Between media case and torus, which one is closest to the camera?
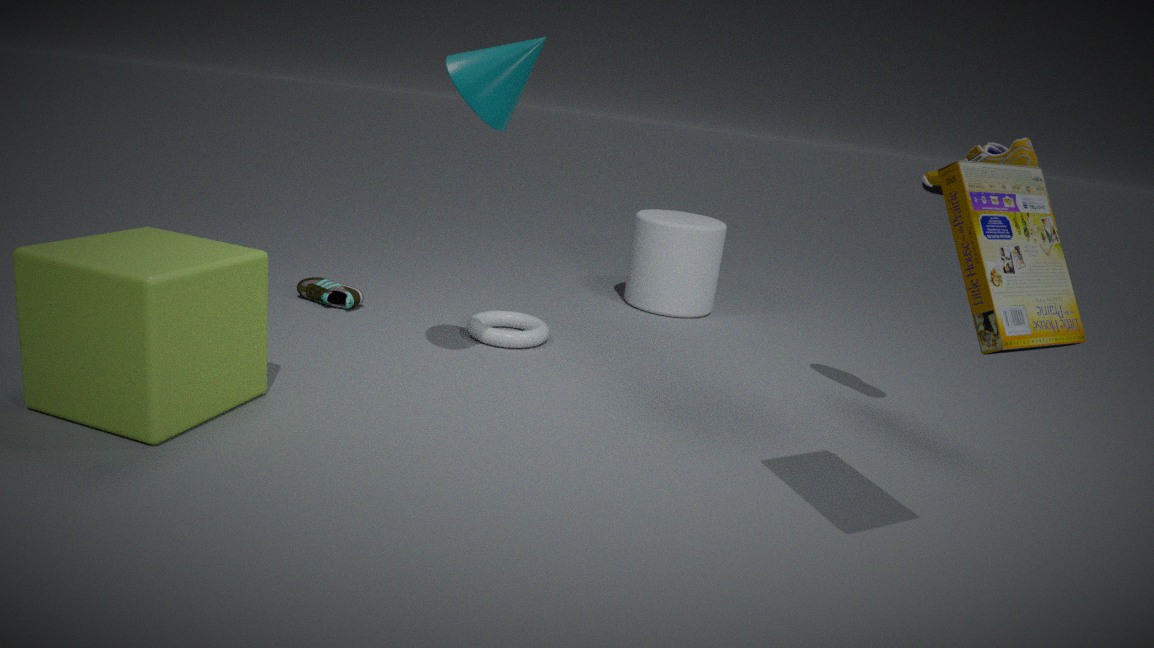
media case
